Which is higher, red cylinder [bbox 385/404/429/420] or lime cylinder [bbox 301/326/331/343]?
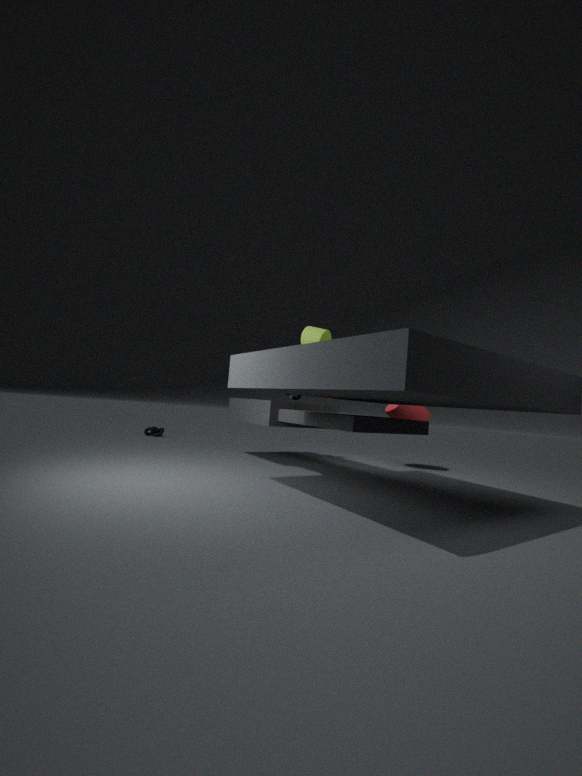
lime cylinder [bbox 301/326/331/343]
